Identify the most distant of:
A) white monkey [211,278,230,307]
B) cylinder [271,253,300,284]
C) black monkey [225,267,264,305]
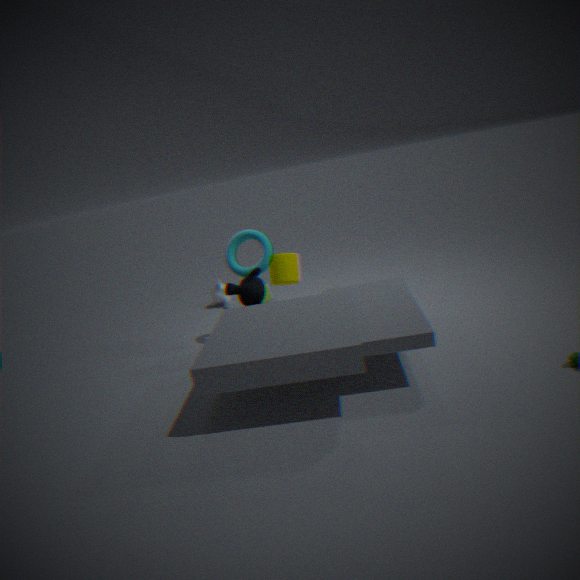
A. white monkey [211,278,230,307]
